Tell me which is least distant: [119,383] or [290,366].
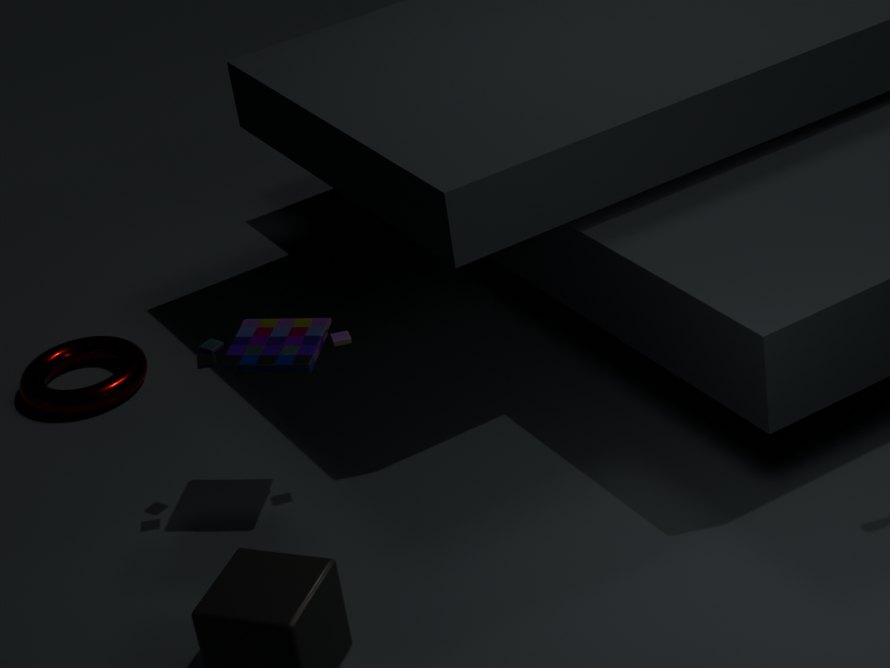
[290,366]
